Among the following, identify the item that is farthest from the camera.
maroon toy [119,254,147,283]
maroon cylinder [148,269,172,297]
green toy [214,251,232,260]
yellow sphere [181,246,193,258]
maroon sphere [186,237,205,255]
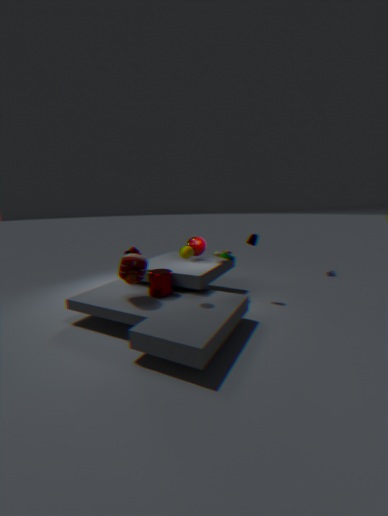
maroon sphere [186,237,205,255]
